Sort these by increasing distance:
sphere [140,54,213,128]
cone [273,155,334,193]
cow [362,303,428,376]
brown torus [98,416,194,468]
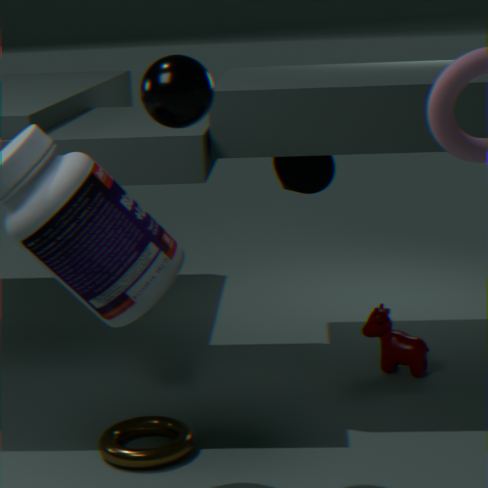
sphere [140,54,213,128] → brown torus [98,416,194,468] → cow [362,303,428,376] → cone [273,155,334,193]
